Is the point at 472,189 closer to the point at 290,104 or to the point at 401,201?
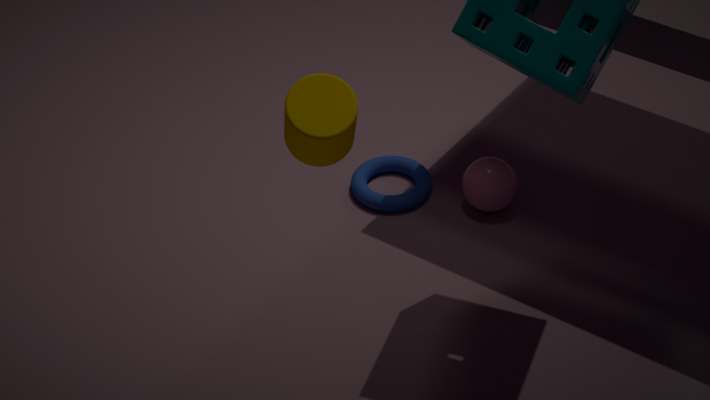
the point at 401,201
